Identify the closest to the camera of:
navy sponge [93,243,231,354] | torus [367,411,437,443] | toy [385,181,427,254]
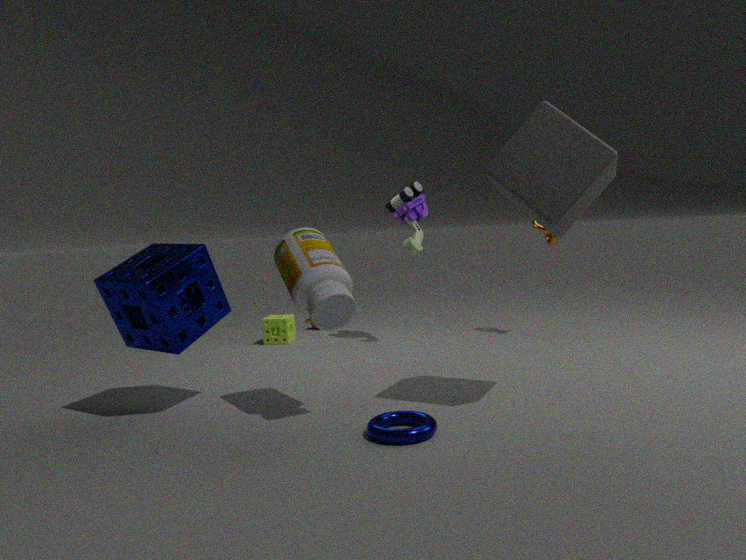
torus [367,411,437,443]
